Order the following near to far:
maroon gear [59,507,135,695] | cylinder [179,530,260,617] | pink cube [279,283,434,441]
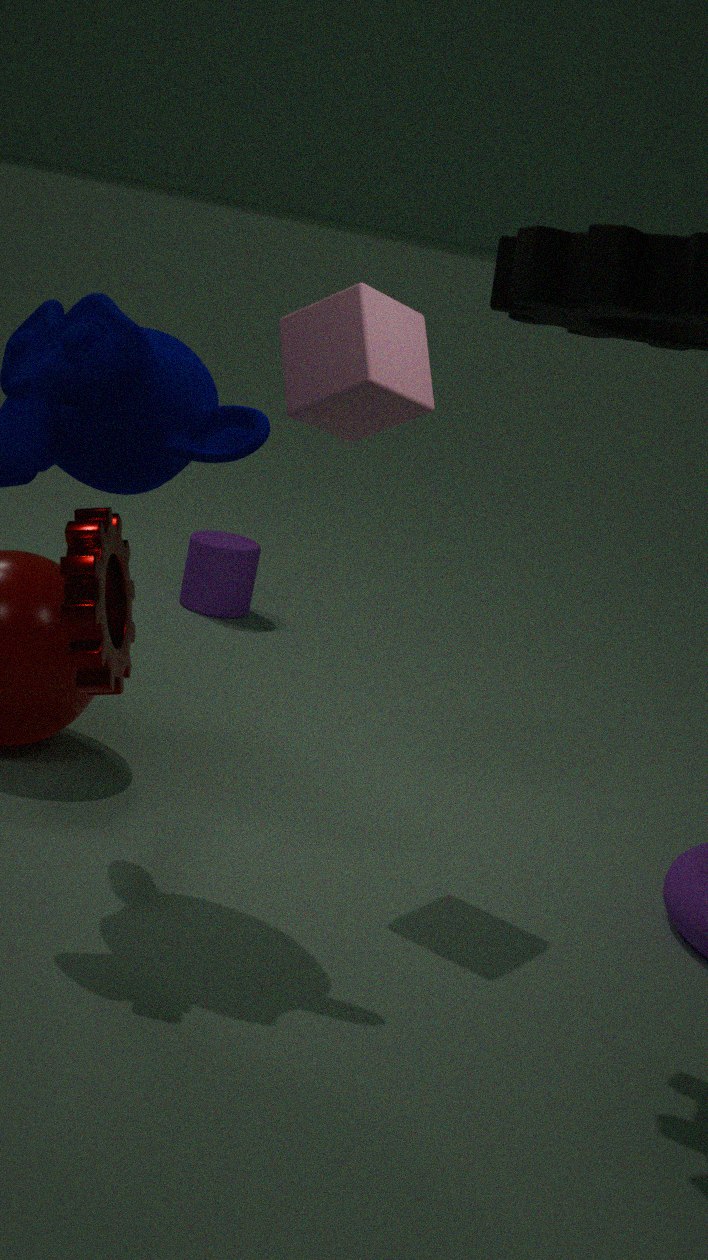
maroon gear [59,507,135,695] → pink cube [279,283,434,441] → cylinder [179,530,260,617]
